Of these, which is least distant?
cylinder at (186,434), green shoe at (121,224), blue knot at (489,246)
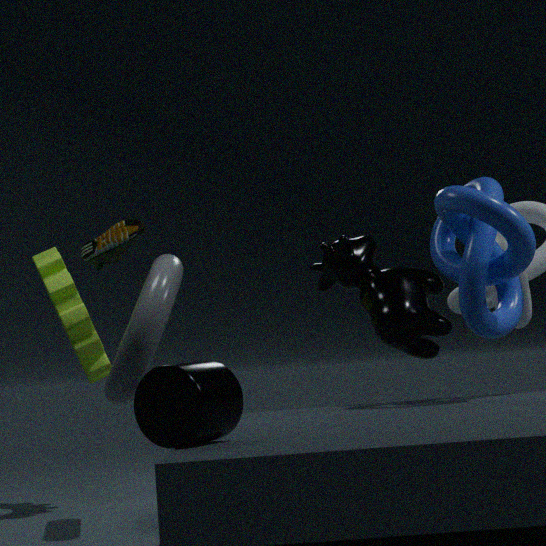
cylinder at (186,434)
